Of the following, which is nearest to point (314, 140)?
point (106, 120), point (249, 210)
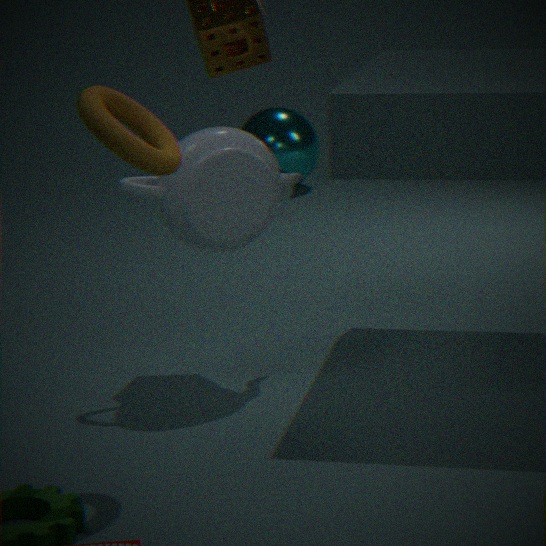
point (249, 210)
